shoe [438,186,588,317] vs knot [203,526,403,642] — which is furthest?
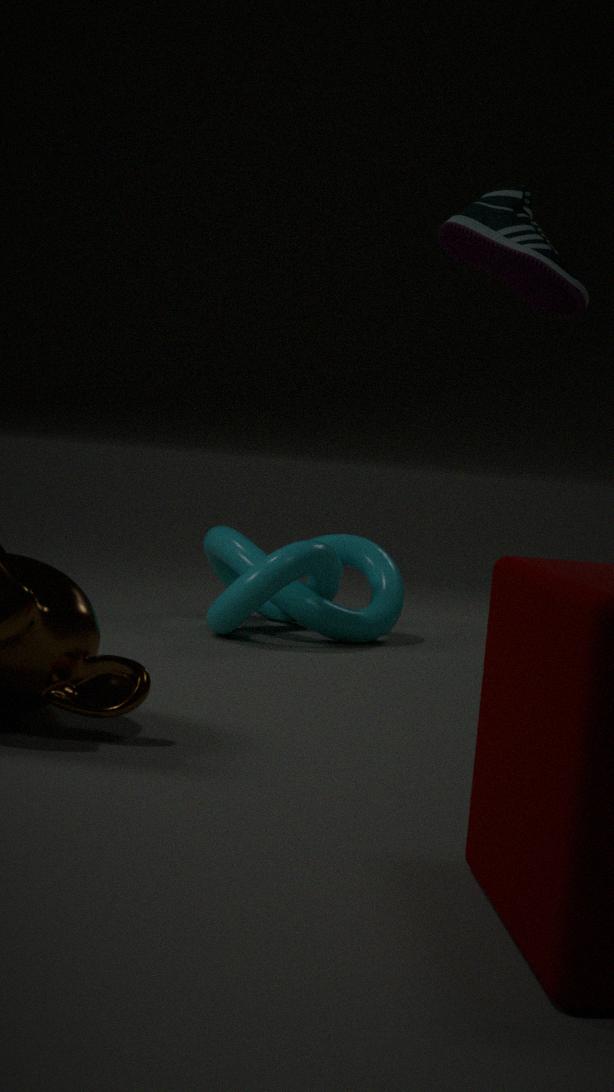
shoe [438,186,588,317]
